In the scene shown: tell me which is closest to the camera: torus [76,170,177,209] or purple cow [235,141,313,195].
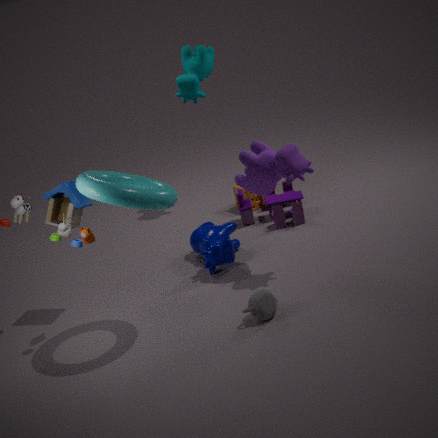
torus [76,170,177,209]
